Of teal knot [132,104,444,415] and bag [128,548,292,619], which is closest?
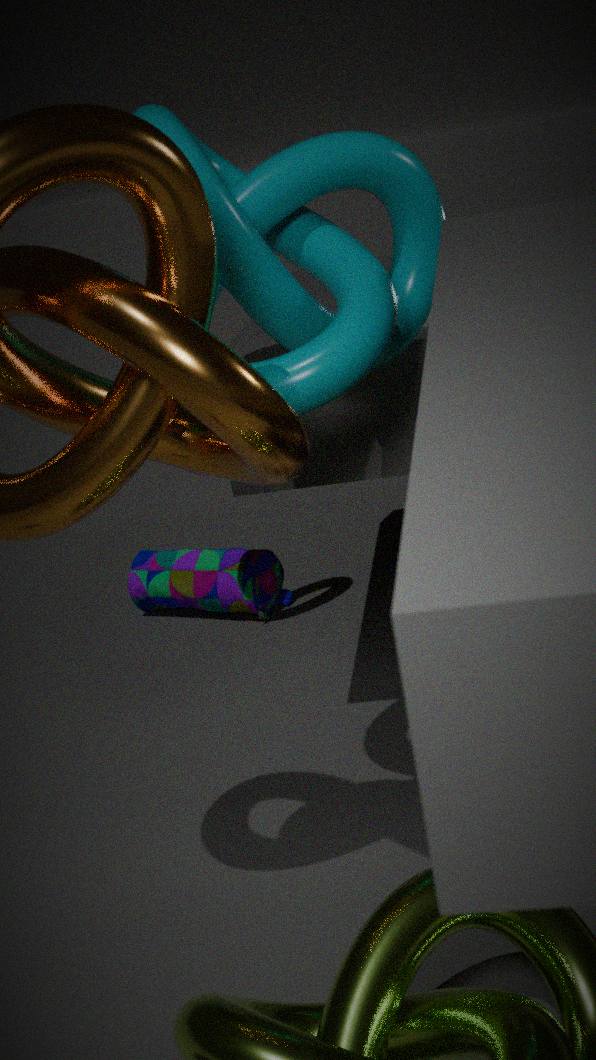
teal knot [132,104,444,415]
